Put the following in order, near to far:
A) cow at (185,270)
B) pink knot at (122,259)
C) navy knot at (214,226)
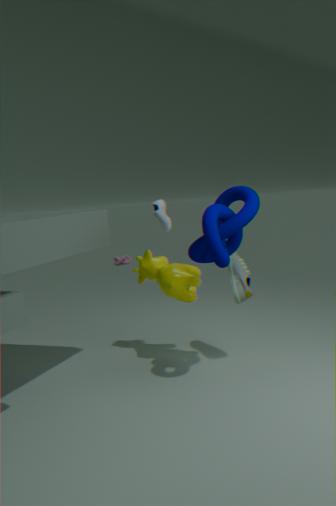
1. navy knot at (214,226)
2. cow at (185,270)
3. pink knot at (122,259)
